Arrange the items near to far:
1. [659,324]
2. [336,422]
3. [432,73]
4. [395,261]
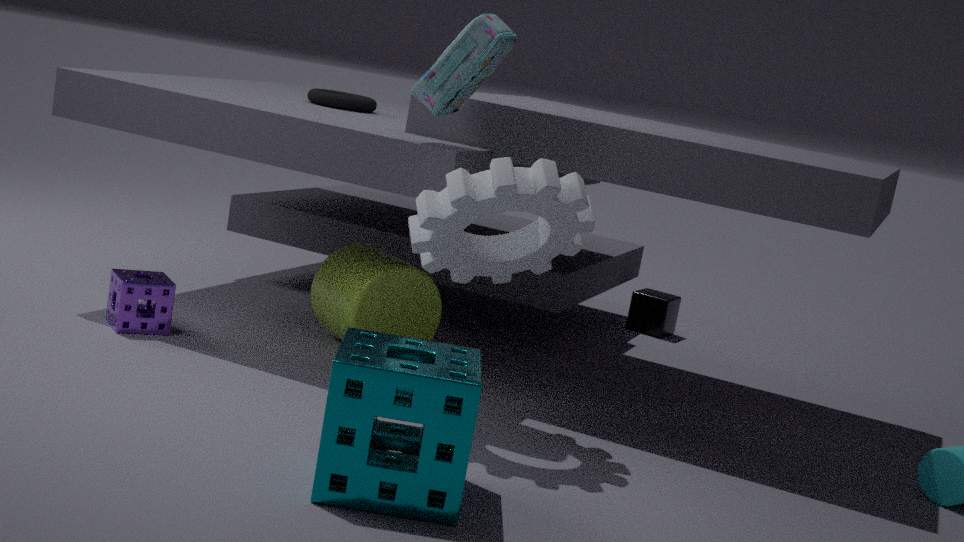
[336,422]
[432,73]
[395,261]
[659,324]
